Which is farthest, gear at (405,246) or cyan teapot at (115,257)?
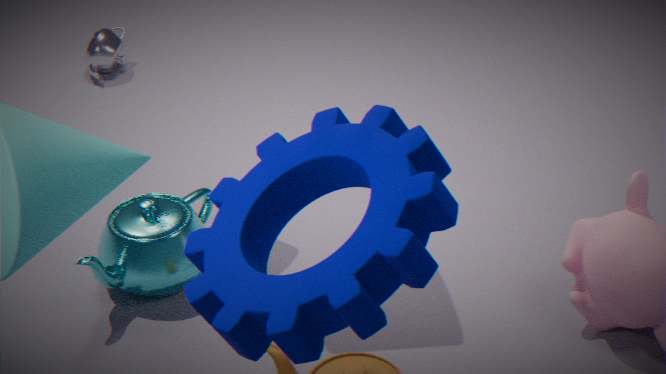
cyan teapot at (115,257)
